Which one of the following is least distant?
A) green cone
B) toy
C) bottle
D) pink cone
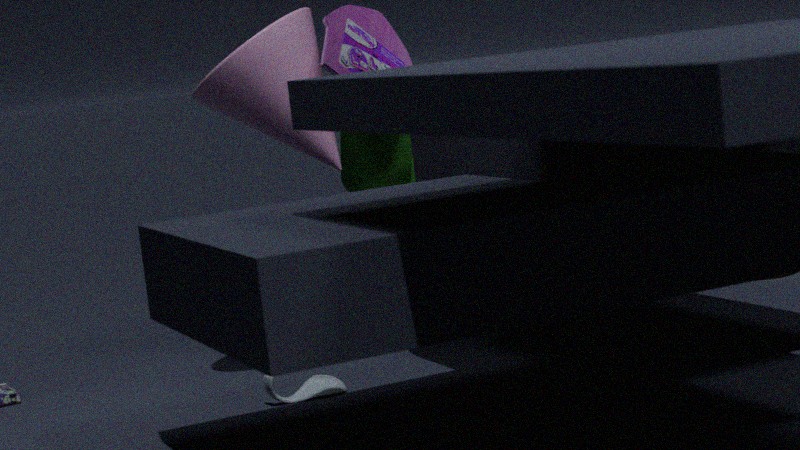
pink cone
